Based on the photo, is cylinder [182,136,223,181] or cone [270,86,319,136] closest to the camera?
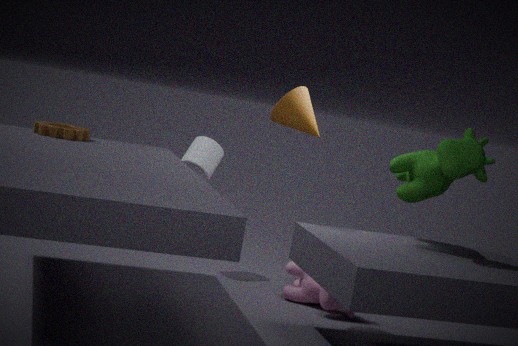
cone [270,86,319,136]
